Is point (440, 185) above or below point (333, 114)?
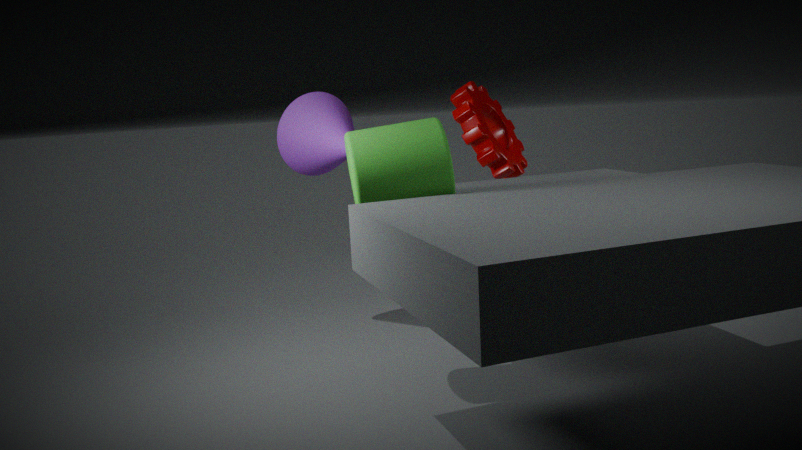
below
